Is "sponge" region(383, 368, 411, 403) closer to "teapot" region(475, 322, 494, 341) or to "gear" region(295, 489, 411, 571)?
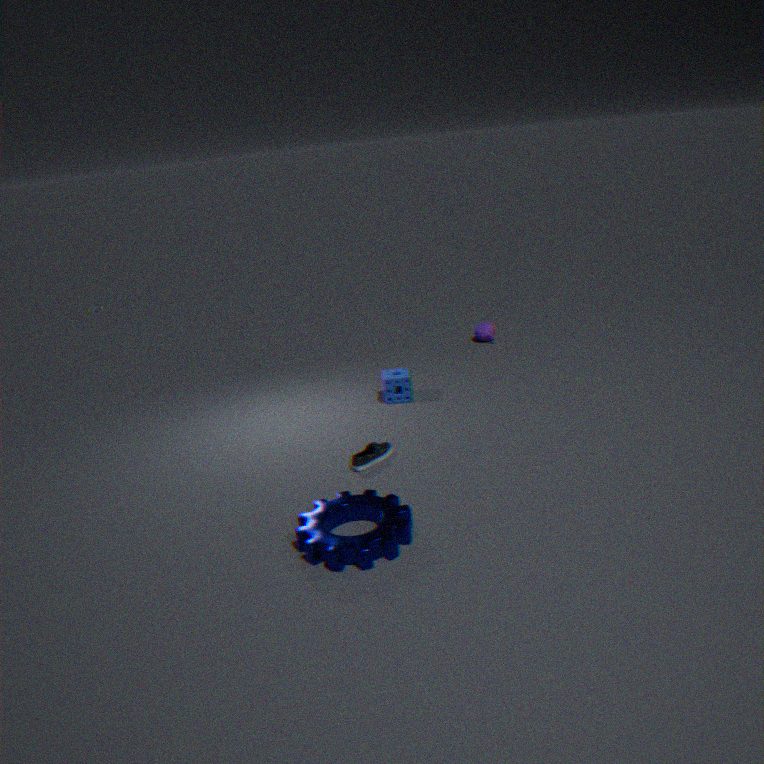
"teapot" region(475, 322, 494, 341)
